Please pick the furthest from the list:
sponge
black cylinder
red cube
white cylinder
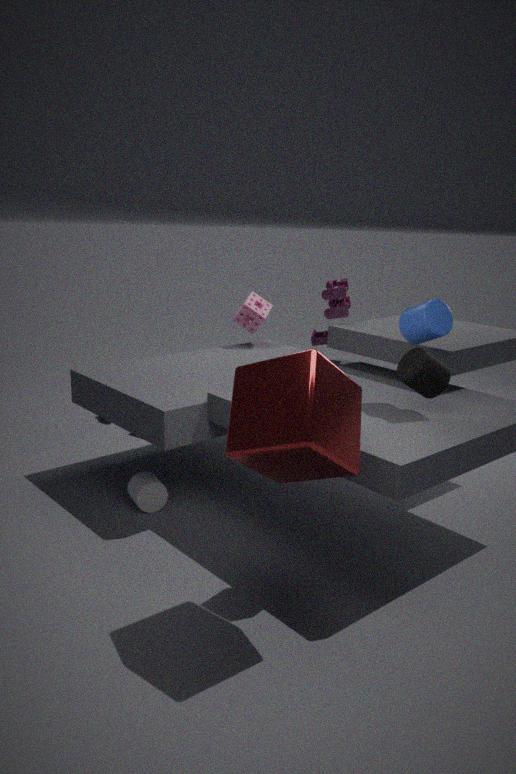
sponge
